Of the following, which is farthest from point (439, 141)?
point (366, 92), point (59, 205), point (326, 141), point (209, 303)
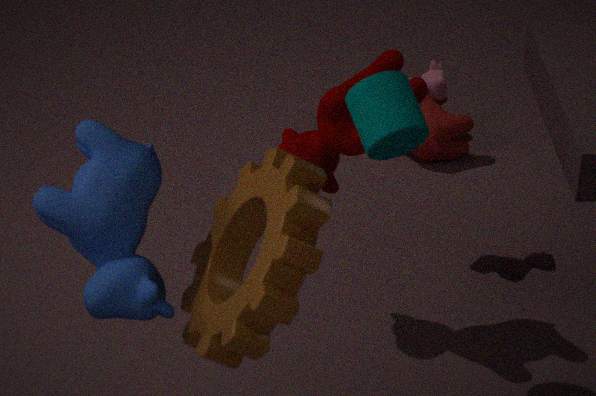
point (59, 205)
